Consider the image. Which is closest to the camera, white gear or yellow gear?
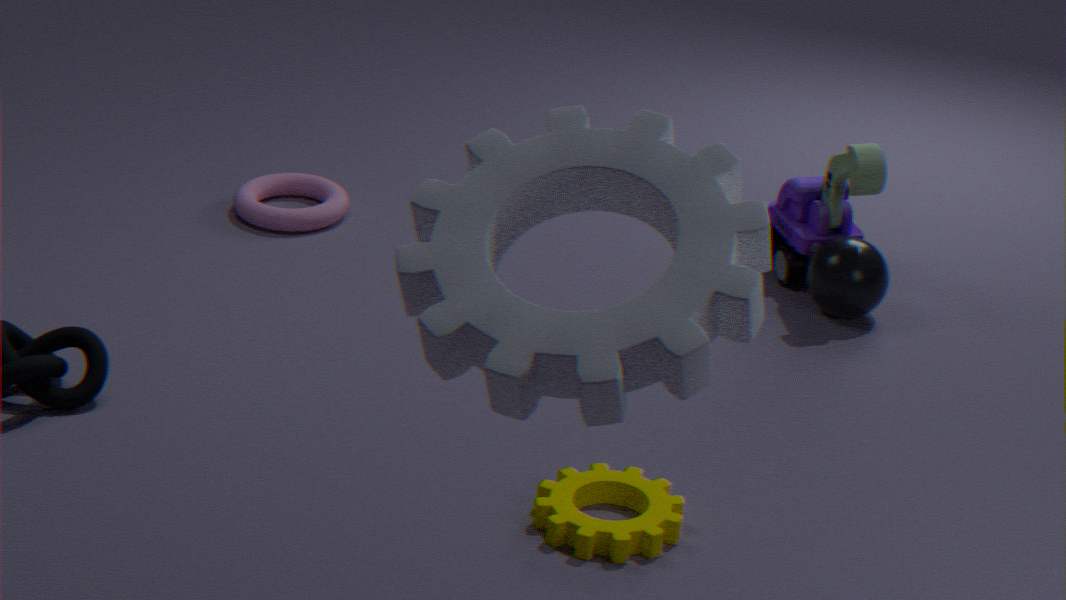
white gear
